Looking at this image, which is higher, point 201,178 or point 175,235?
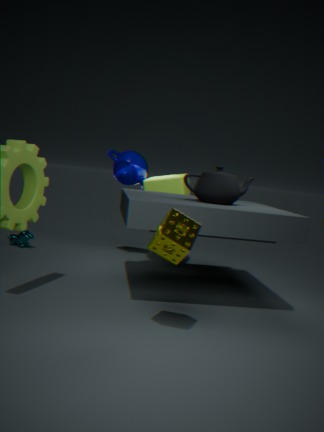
point 201,178
